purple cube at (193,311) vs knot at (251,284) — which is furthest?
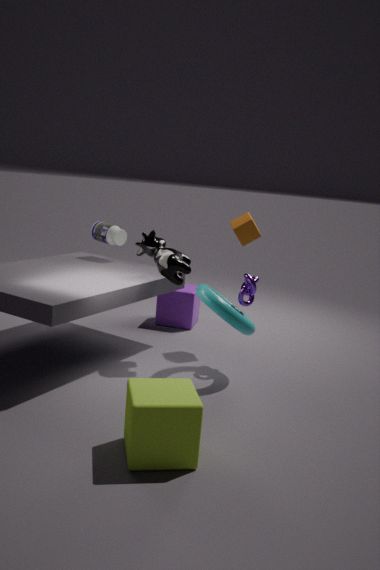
purple cube at (193,311)
